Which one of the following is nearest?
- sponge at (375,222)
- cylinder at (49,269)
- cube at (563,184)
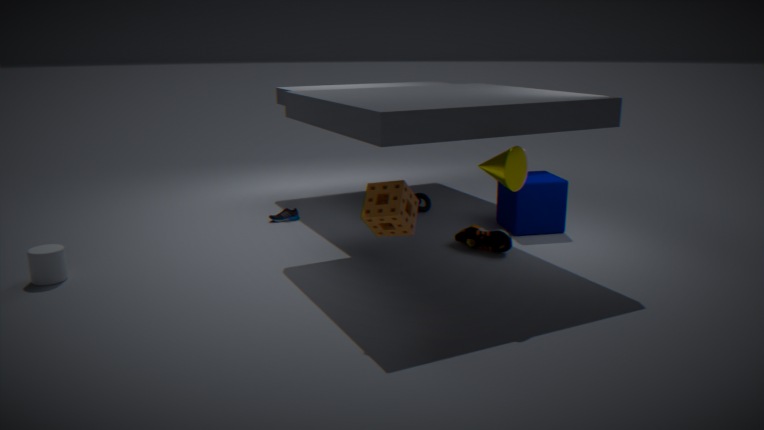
sponge at (375,222)
